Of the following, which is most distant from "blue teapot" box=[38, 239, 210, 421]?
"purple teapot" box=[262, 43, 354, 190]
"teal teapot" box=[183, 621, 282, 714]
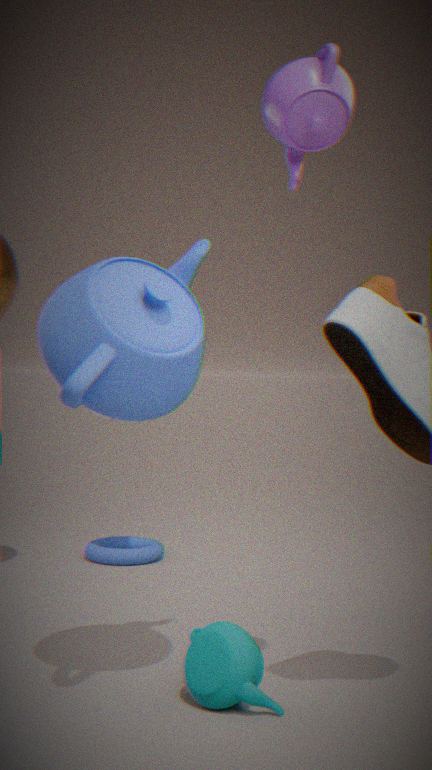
"teal teapot" box=[183, 621, 282, 714]
